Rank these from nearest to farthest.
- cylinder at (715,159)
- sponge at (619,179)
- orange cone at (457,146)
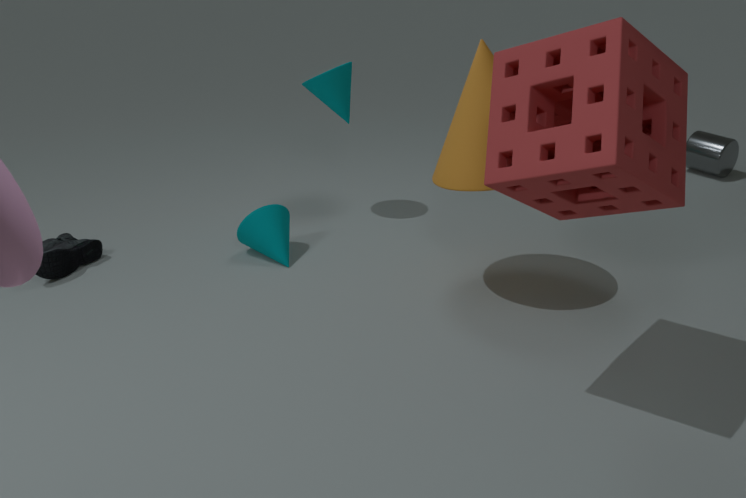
1. sponge at (619,179)
2. orange cone at (457,146)
3. cylinder at (715,159)
